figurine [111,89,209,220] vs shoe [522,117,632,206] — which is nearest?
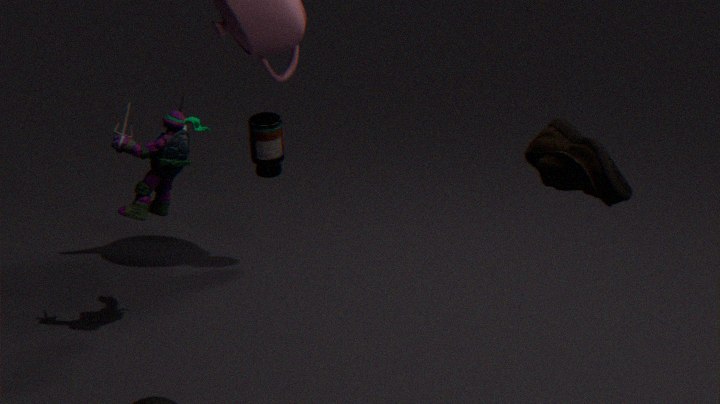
shoe [522,117,632,206]
